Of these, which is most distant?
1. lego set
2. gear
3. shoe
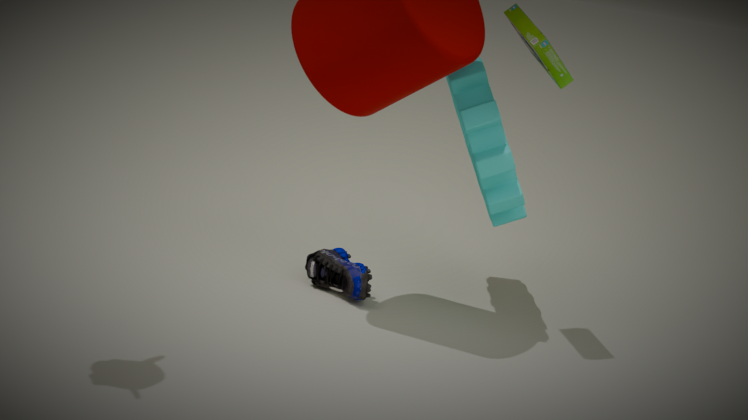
shoe
